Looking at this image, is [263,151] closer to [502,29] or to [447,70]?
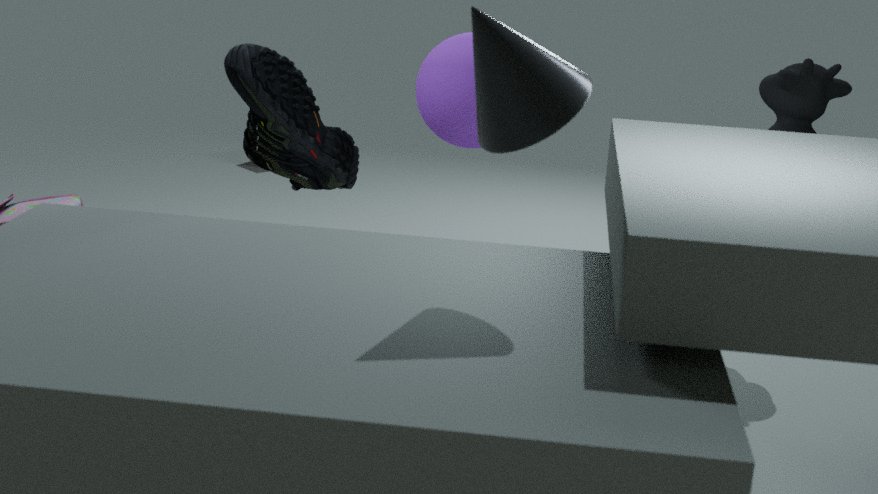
[447,70]
